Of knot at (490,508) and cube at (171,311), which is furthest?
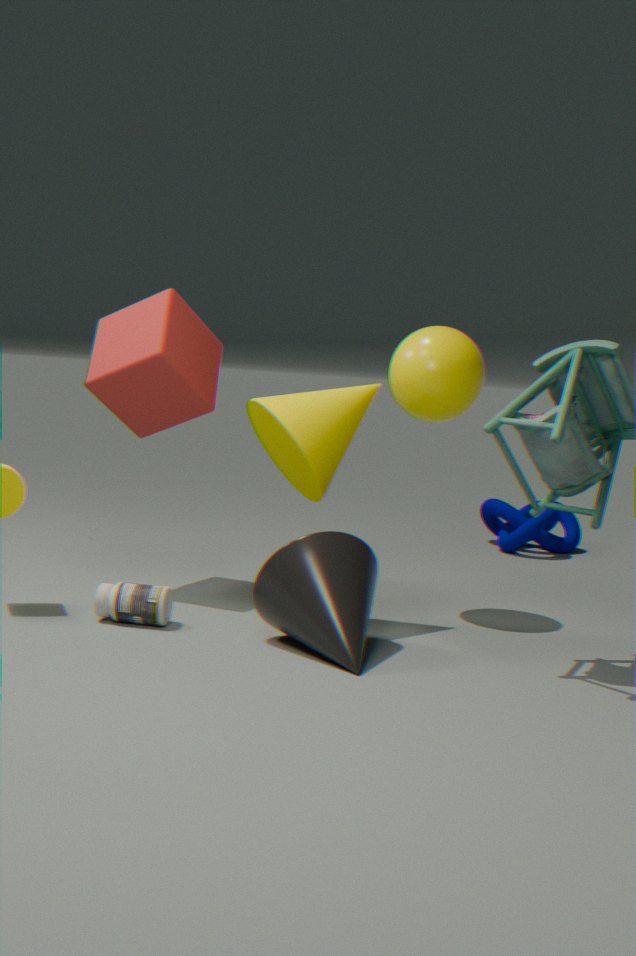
knot at (490,508)
